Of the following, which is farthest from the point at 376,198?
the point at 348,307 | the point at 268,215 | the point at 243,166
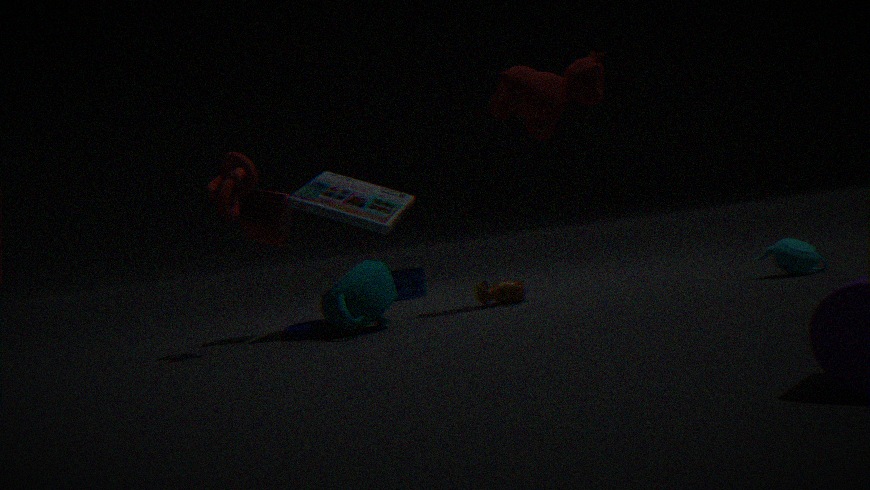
the point at 243,166
